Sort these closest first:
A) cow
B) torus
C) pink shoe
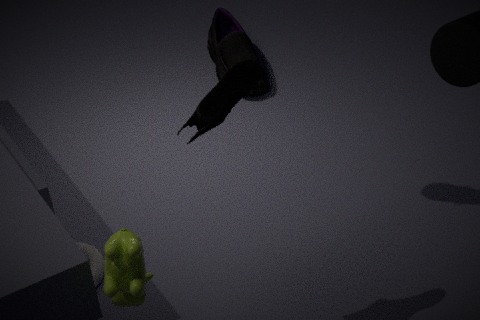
1. cow
2. torus
3. pink shoe
